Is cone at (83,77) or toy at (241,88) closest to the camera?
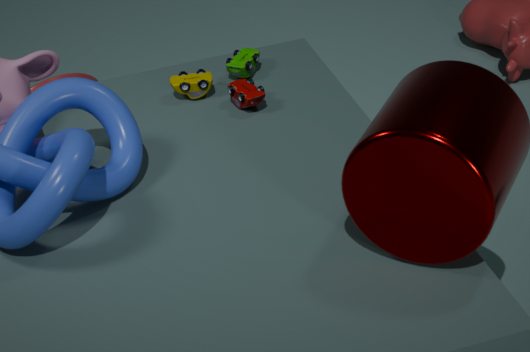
toy at (241,88)
